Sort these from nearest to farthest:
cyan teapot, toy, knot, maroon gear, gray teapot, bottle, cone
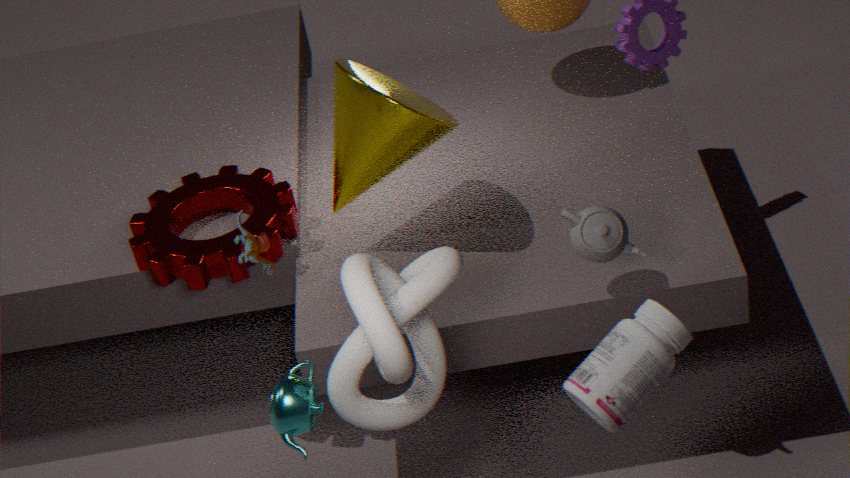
knot
bottle
cyan teapot
toy
gray teapot
cone
maroon gear
